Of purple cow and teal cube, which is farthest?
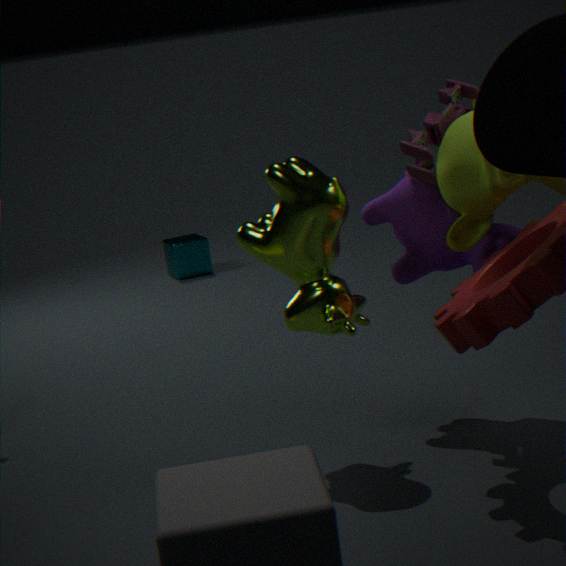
teal cube
